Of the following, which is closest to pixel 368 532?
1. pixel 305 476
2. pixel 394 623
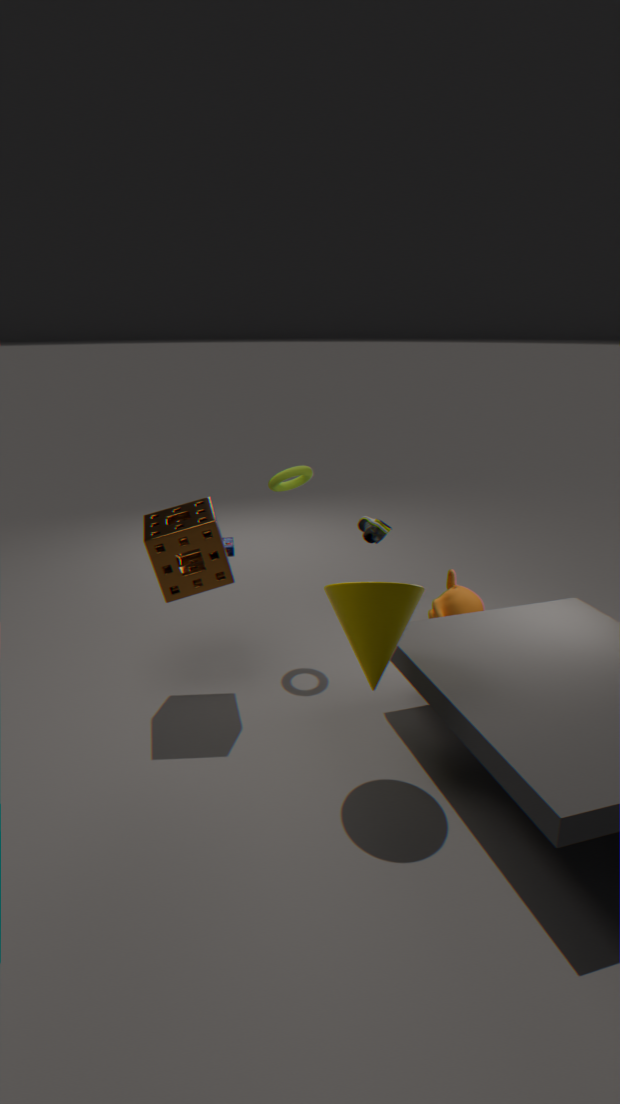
pixel 305 476
